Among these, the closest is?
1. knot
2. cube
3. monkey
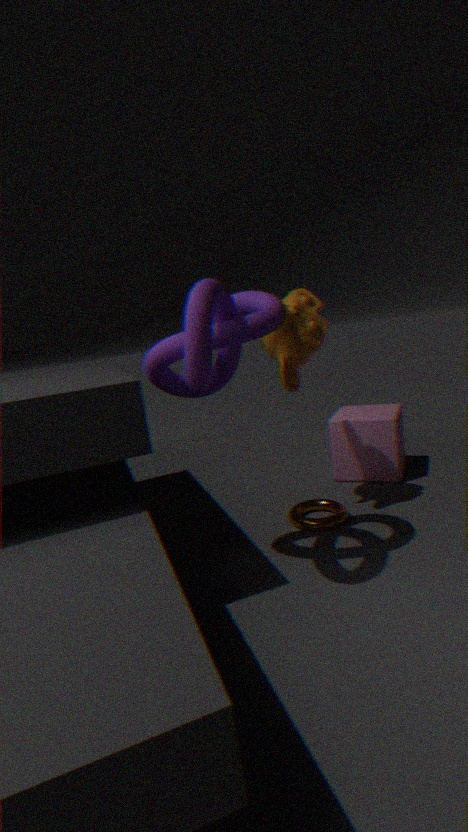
knot
